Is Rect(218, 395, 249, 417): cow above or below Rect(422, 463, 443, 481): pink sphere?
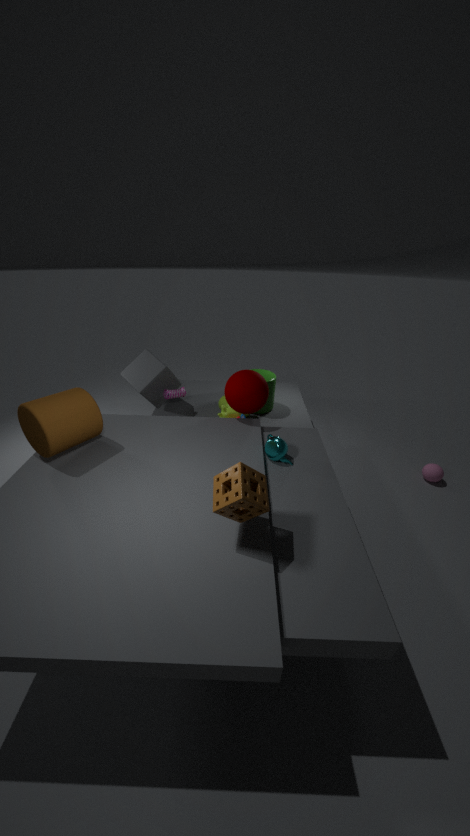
above
